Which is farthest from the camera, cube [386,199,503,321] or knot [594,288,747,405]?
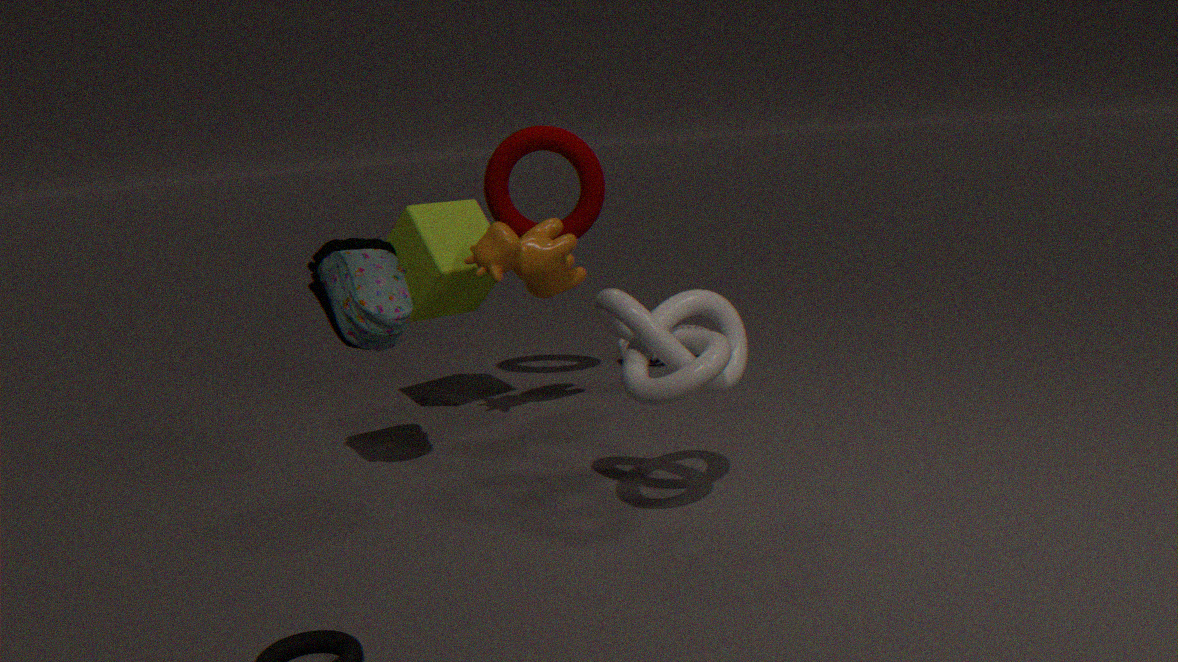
cube [386,199,503,321]
